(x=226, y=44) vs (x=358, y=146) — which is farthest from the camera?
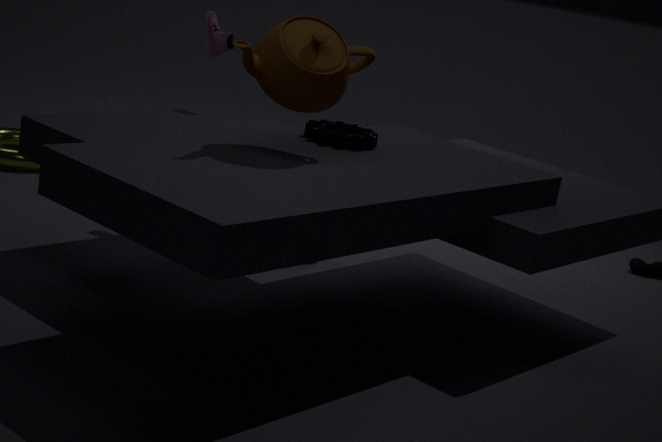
(x=226, y=44)
